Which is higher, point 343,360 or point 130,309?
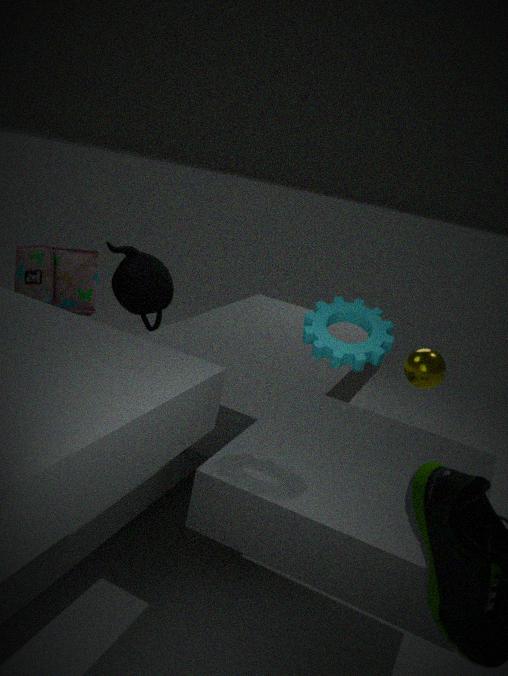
point 343,360
